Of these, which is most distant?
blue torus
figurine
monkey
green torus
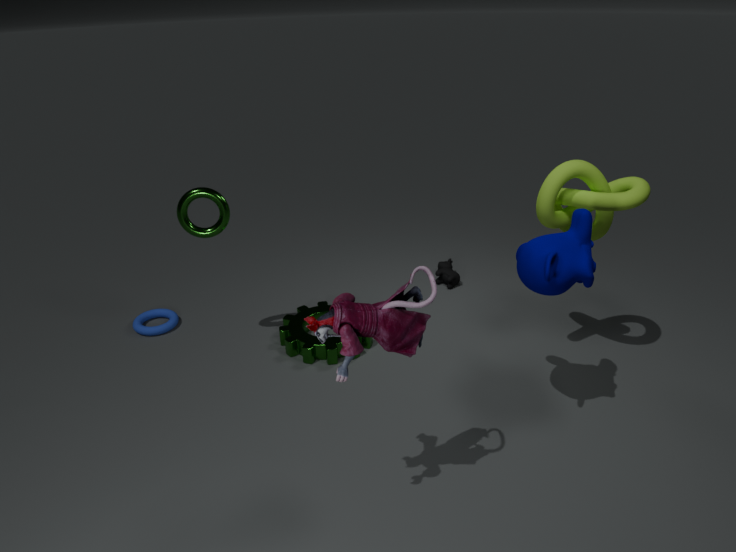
blue torus
